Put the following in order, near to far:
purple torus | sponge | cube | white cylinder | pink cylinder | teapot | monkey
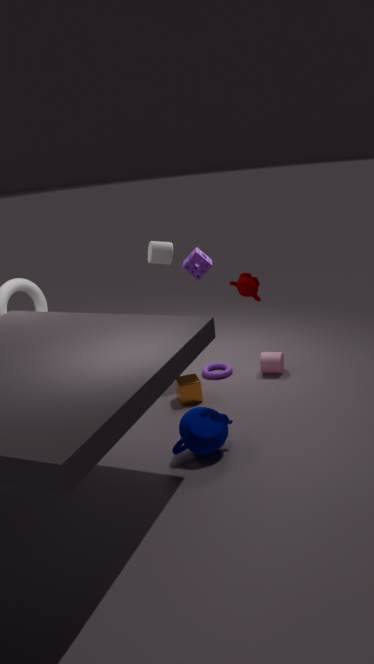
teapot → monkey → cube → white cylinder → sponge → pink cylinder → purple torus
